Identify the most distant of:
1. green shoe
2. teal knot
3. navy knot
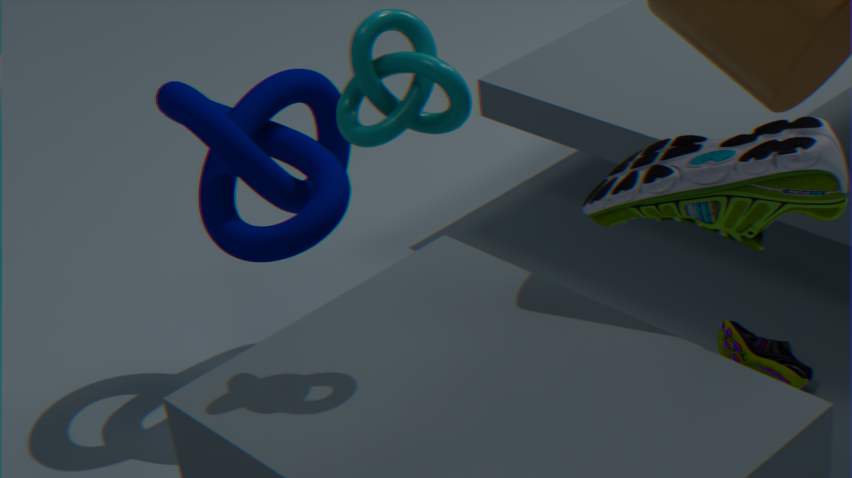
navy knot
